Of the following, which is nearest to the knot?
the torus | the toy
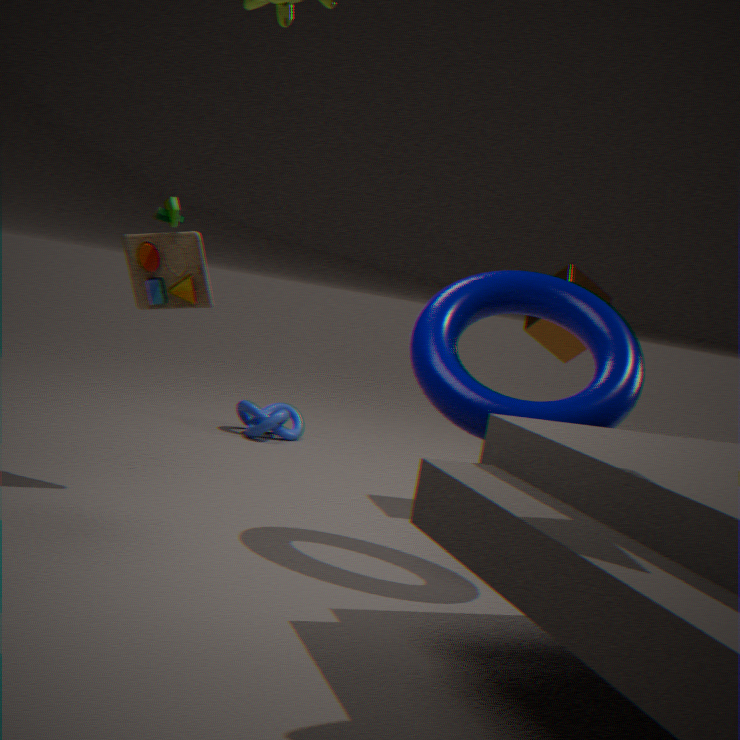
the toy
